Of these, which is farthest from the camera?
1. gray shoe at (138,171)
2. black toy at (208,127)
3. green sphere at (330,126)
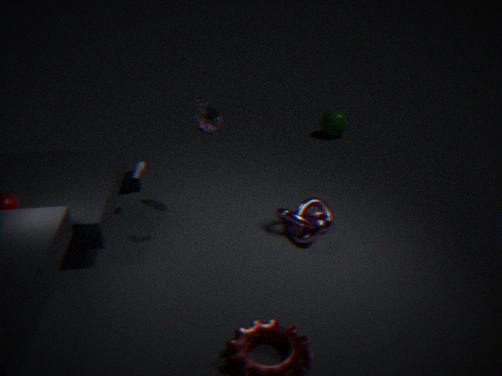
green sphere at (330,126)
